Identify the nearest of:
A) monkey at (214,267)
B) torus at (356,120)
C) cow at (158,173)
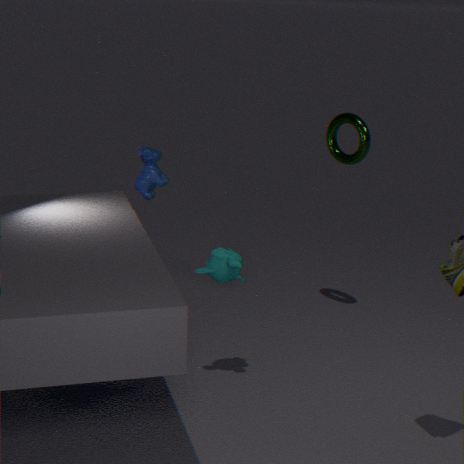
monkey at (214,267)
